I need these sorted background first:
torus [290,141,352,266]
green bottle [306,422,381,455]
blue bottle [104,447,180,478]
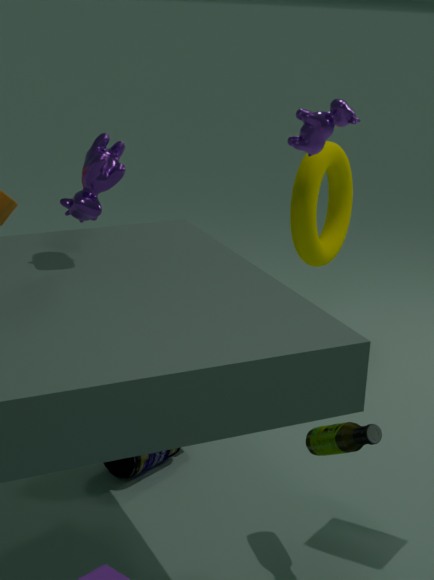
torus [290,141,352,266], blue bottle [104,447,180,478], green bottle [306,422,381,455]
